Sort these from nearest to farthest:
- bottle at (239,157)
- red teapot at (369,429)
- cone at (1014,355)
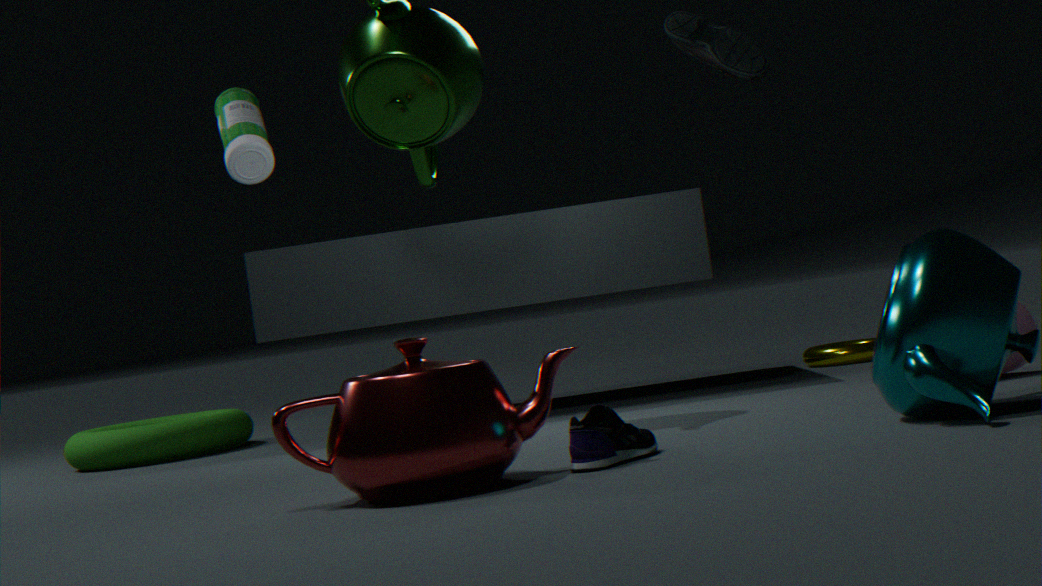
red teapot at (369,429) → cone at (1014,355) → bottle at (239,157)
